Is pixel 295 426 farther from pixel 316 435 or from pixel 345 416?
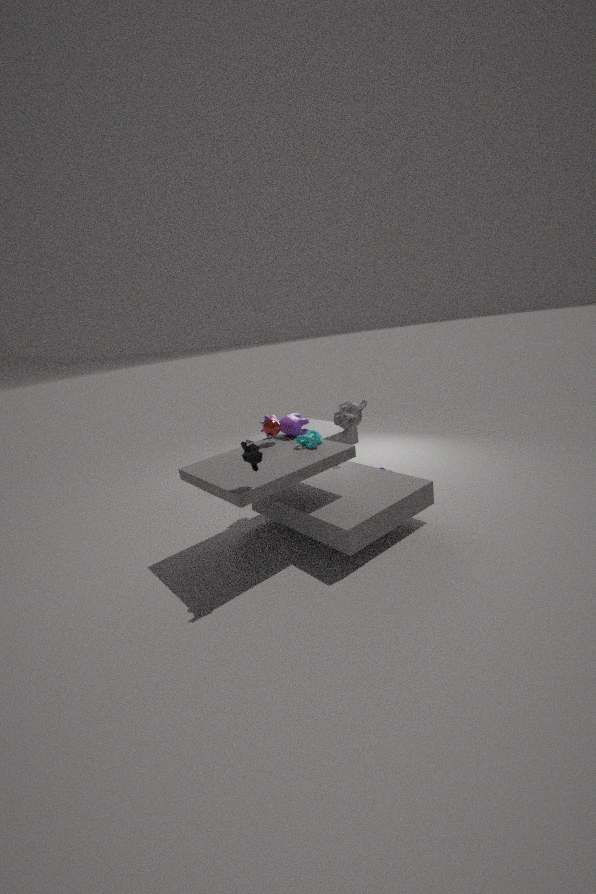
pixel 345 416
